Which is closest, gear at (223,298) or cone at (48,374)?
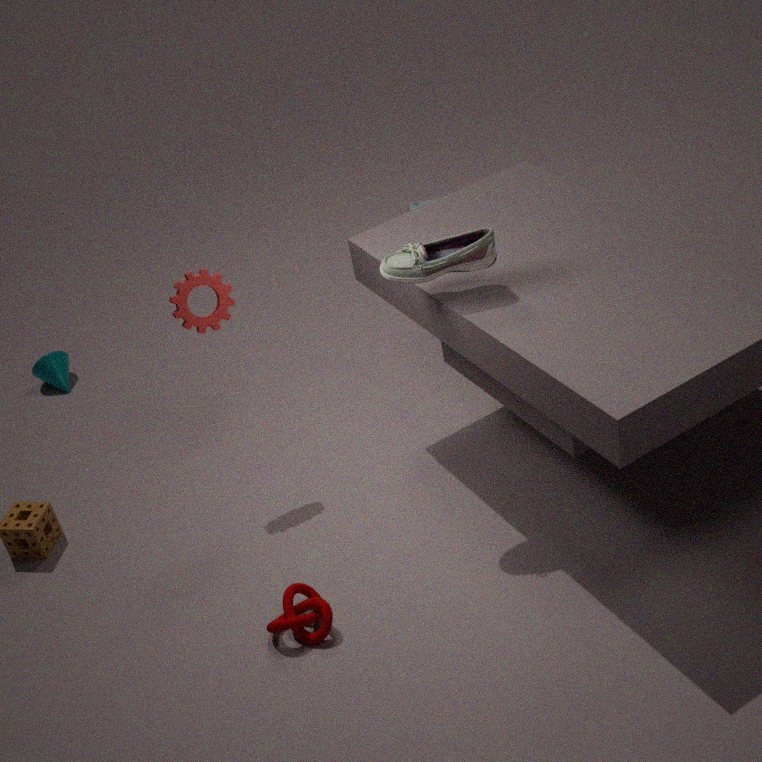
gear at (223,298)
